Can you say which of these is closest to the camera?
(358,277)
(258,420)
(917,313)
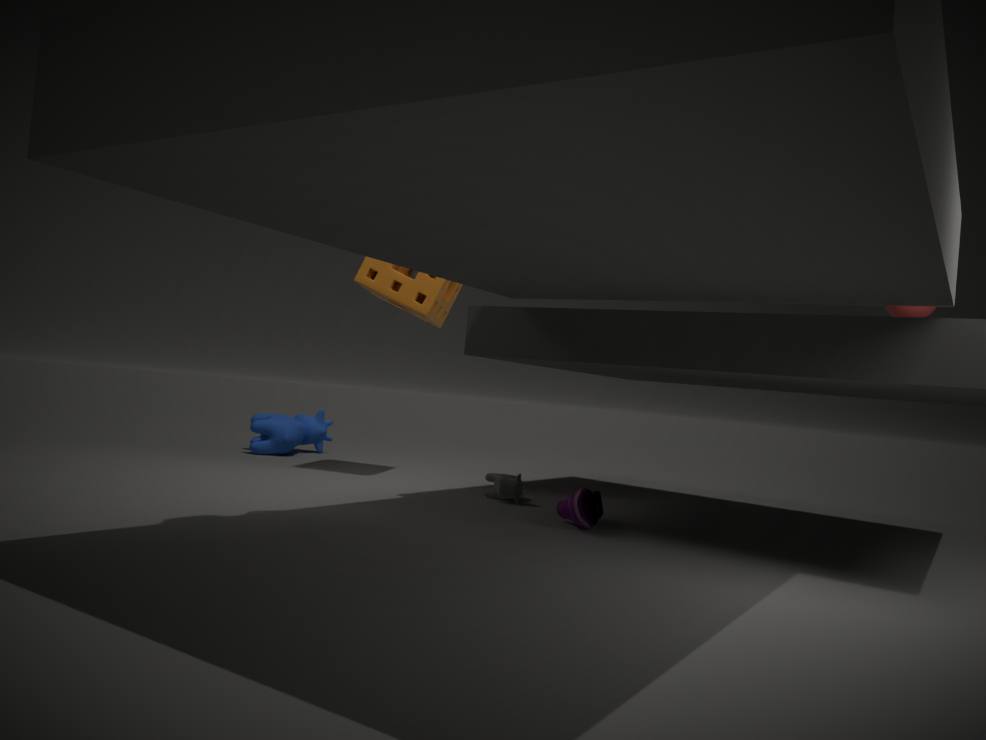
(917,313)
